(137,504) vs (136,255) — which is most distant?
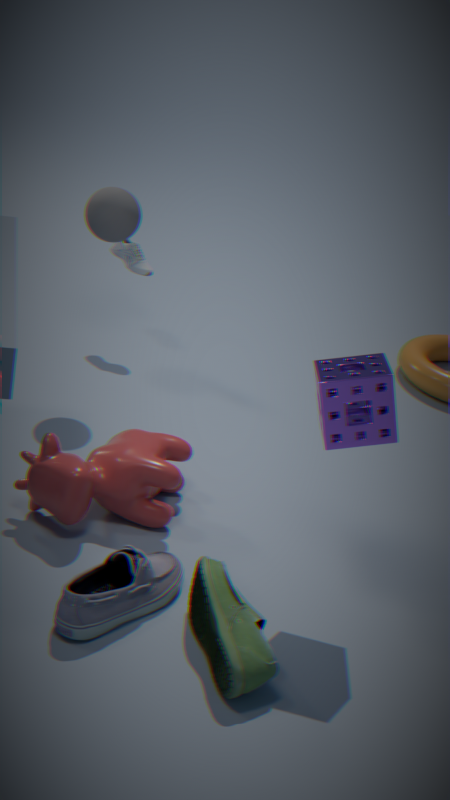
(136,255)
